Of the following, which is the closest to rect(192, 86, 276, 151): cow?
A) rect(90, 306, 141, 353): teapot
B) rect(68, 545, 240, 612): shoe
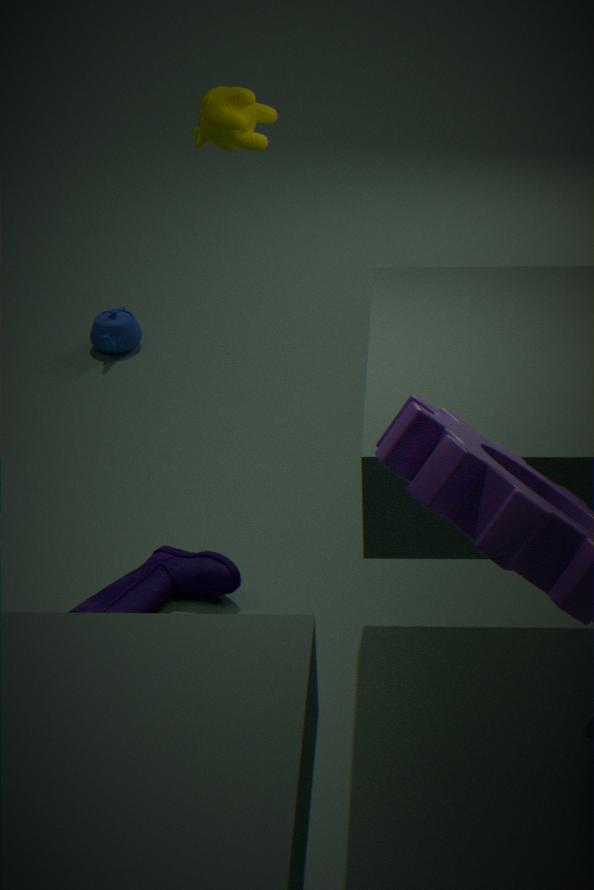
rect(68, 545, 240, 612): shoe
